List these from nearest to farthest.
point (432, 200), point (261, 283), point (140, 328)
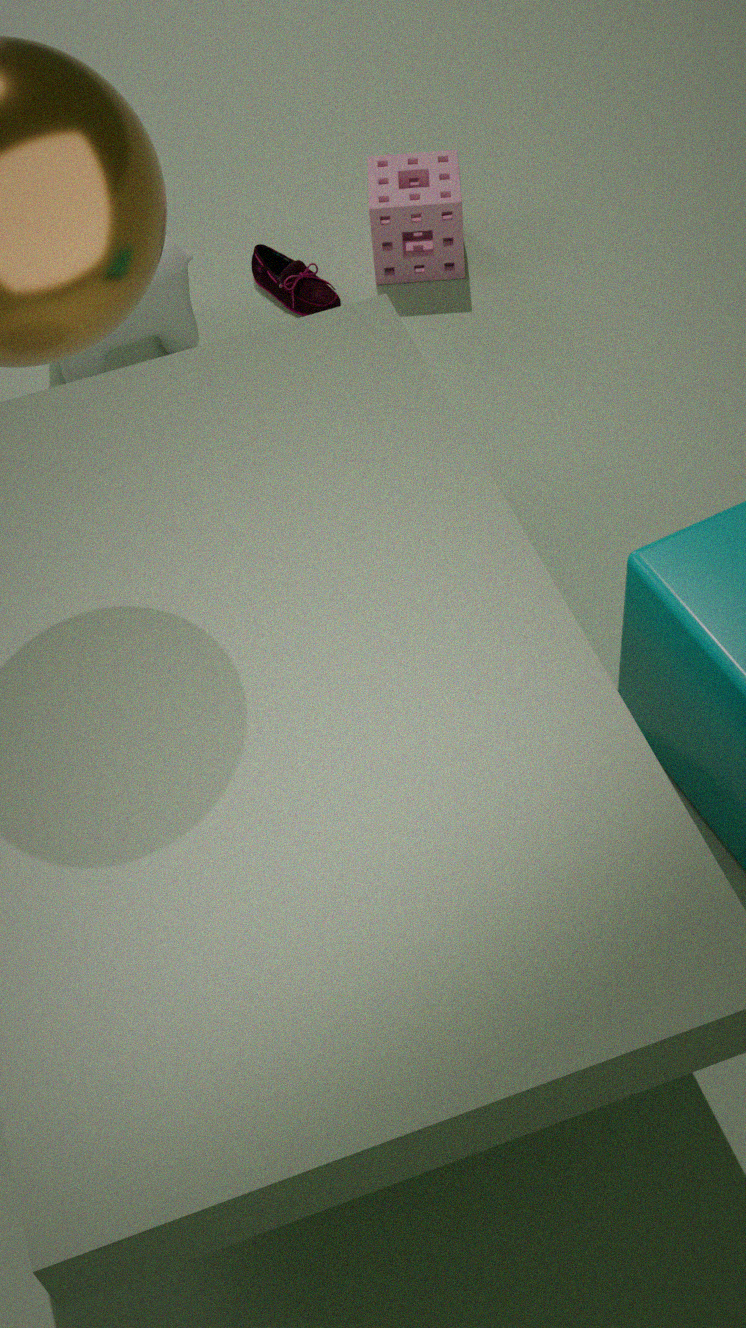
point (140, 328), point (432, 200), point (261, 283)
